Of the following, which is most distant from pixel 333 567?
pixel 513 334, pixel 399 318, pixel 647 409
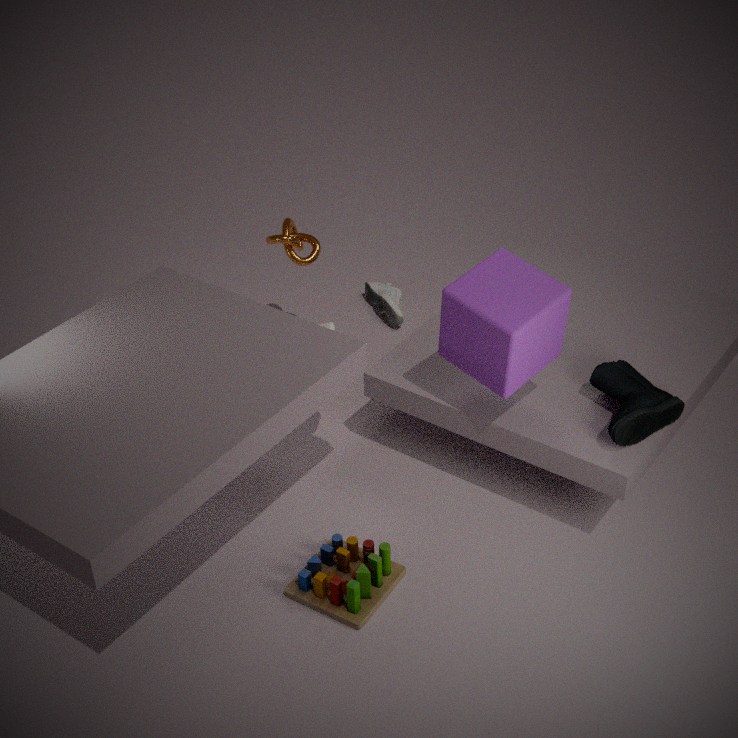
pixel 399 318
